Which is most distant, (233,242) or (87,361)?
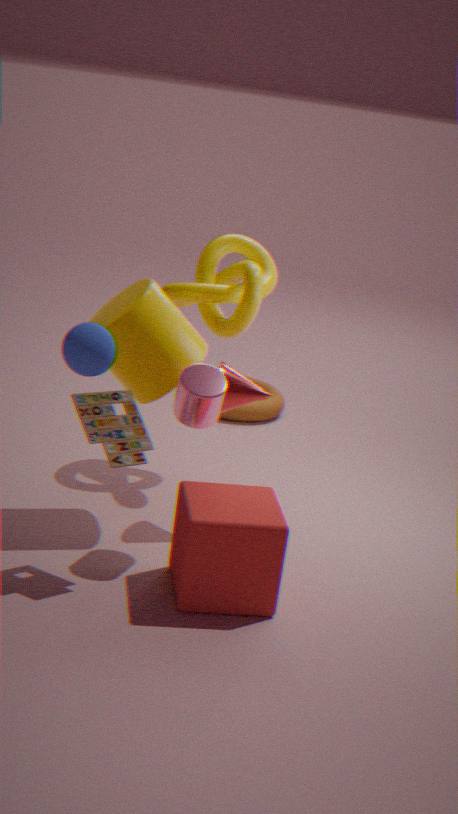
(233,242)
